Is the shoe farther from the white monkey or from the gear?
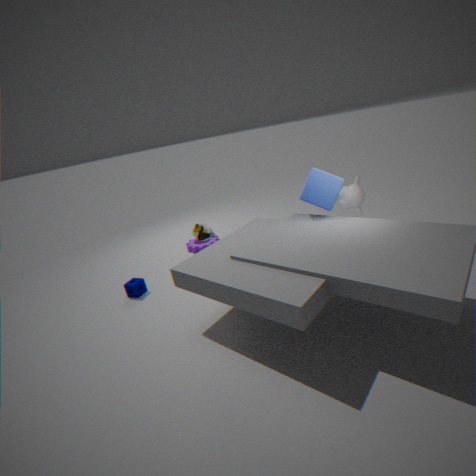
the white monkey
